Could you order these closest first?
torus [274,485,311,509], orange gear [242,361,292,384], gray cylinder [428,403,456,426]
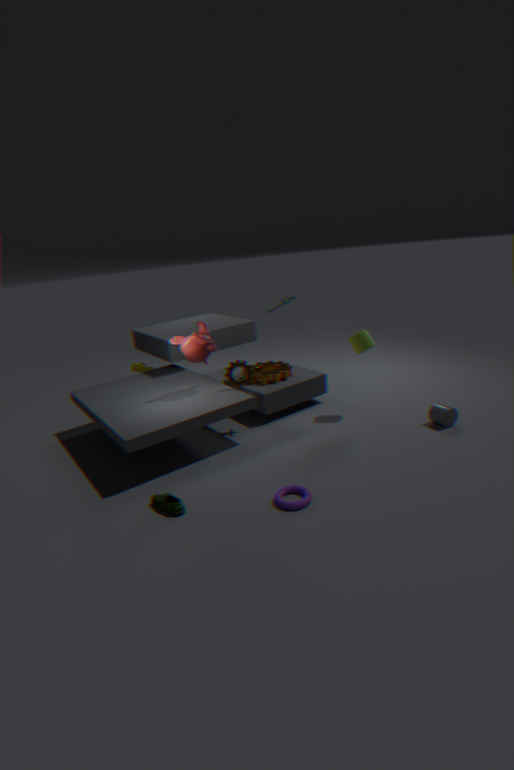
torus [274,485,311,509] < gray cylinder [428,403,456,426] < orange gear [242,361,292,384]
